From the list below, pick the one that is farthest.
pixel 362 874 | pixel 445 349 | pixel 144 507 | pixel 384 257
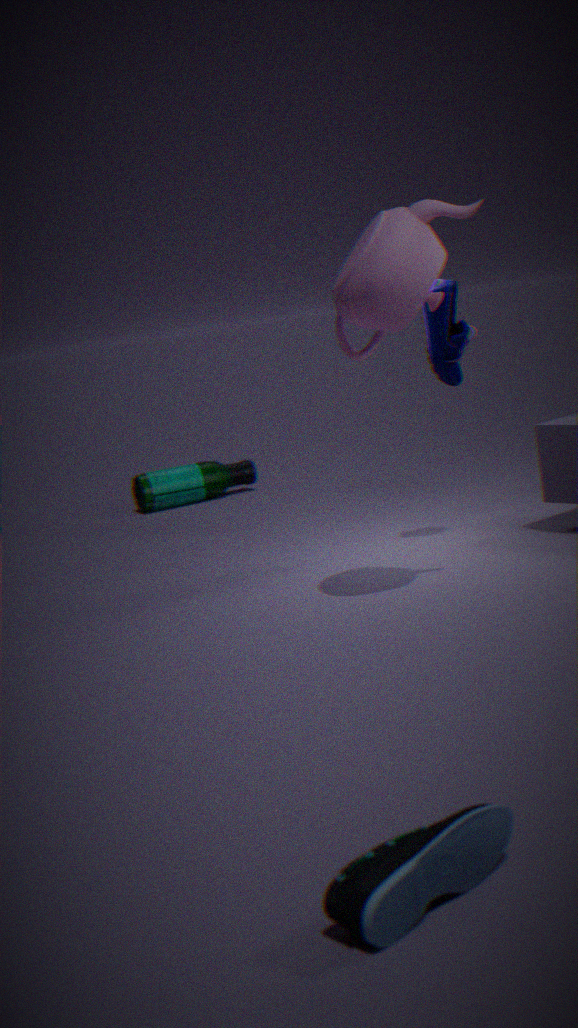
pixel 144 507
